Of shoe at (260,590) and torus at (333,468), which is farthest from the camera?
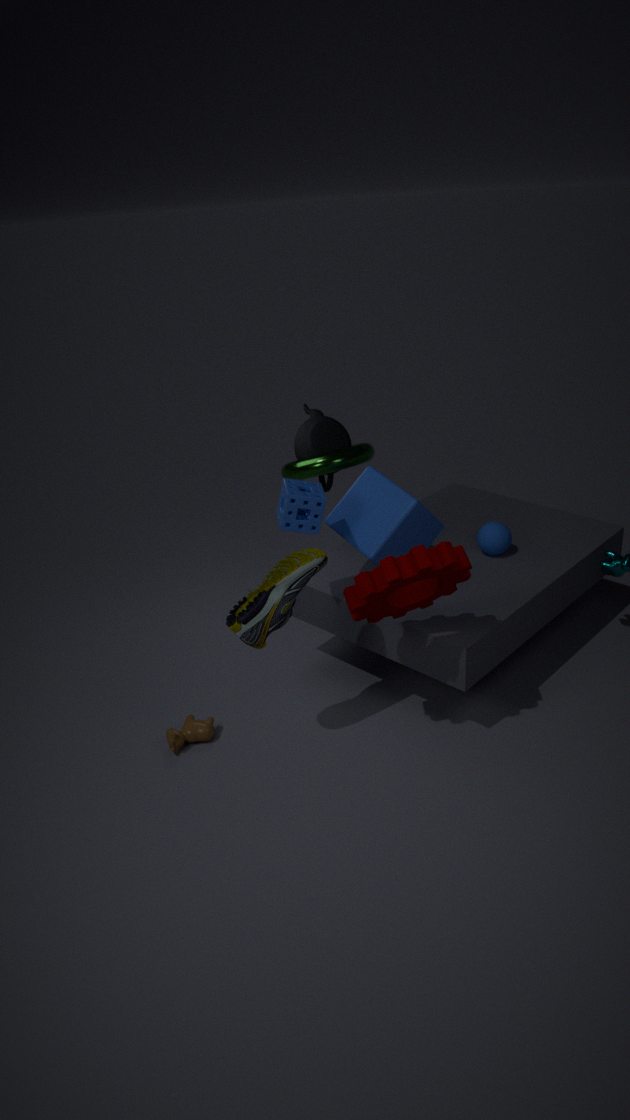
torus at (333,468)
